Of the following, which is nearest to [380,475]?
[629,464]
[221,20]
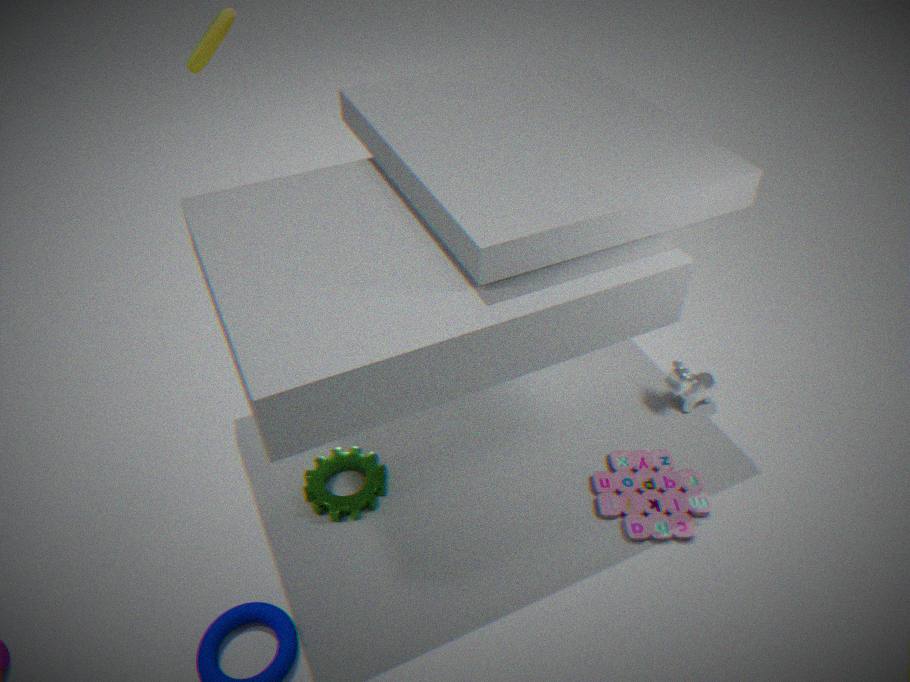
[629,464]
